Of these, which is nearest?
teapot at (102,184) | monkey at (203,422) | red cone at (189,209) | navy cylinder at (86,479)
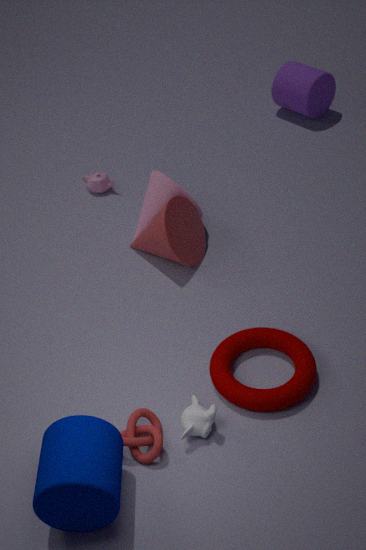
navy cylinder at (86,479)
